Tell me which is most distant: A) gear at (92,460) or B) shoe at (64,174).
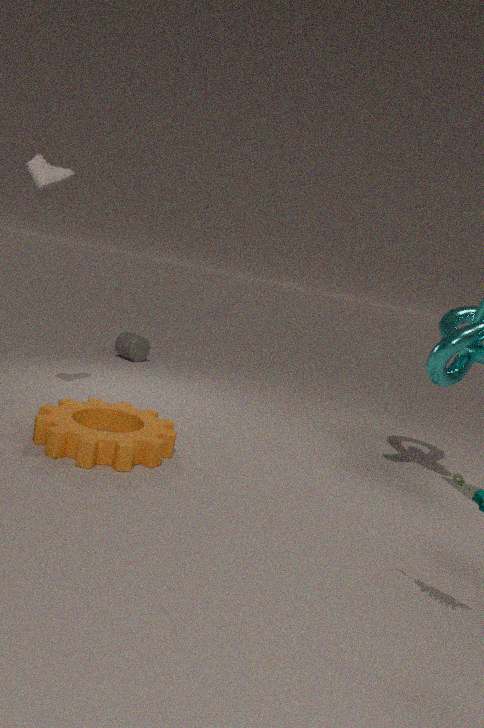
B. shoe at (64,174)
